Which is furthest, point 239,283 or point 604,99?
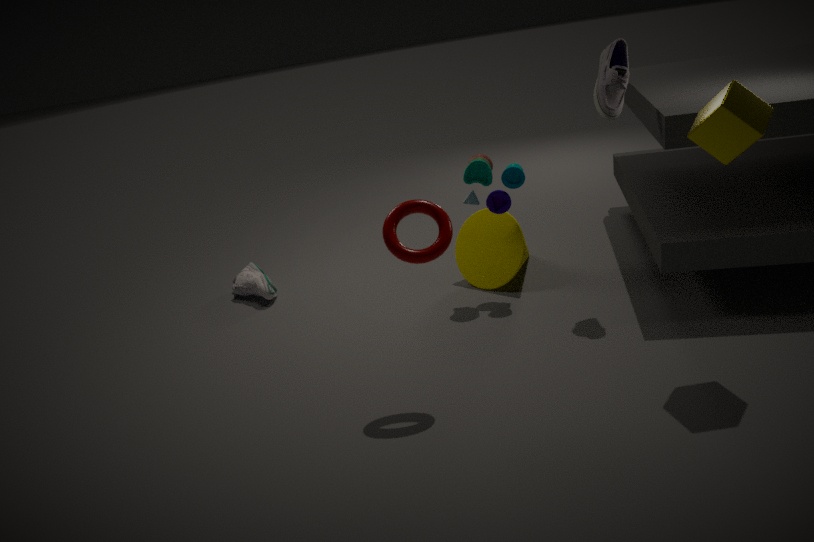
point 239,283
